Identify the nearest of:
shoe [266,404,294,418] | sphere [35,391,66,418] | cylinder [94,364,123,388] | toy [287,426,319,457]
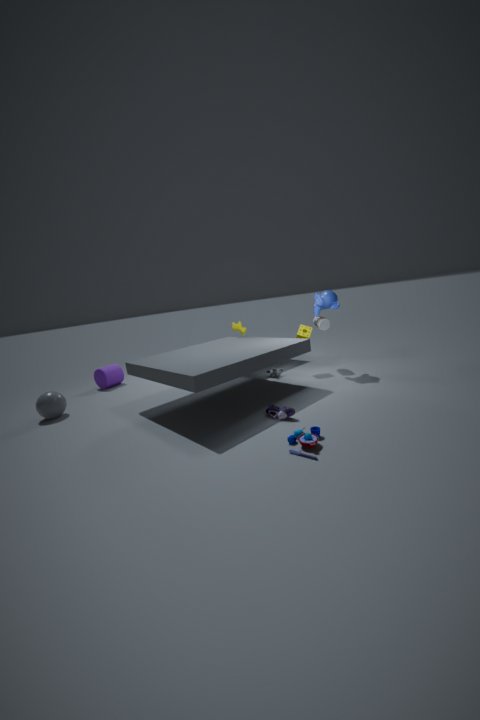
toy [287,426,319,457]
